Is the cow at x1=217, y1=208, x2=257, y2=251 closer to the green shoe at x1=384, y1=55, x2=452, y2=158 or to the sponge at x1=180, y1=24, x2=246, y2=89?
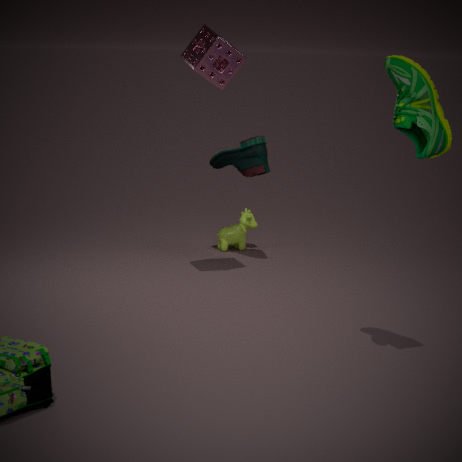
the sponge at x1=180, y1=24, x2=246, y2=89
